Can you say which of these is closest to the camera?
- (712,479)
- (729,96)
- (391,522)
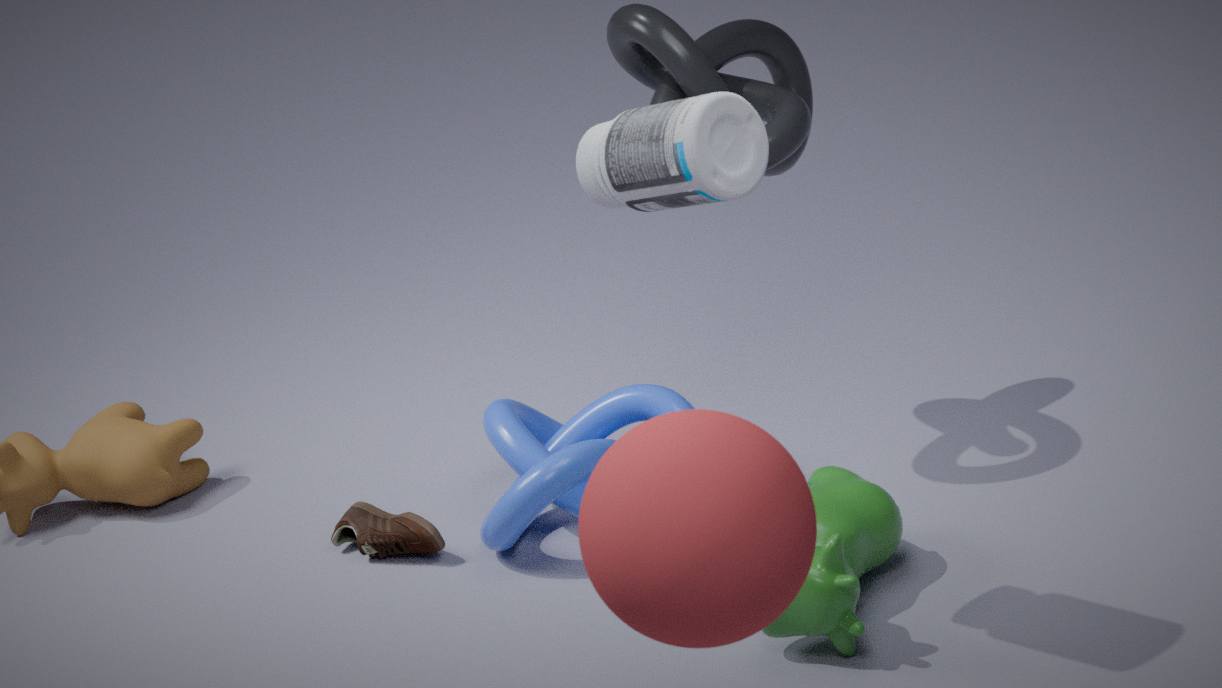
(712,479)
